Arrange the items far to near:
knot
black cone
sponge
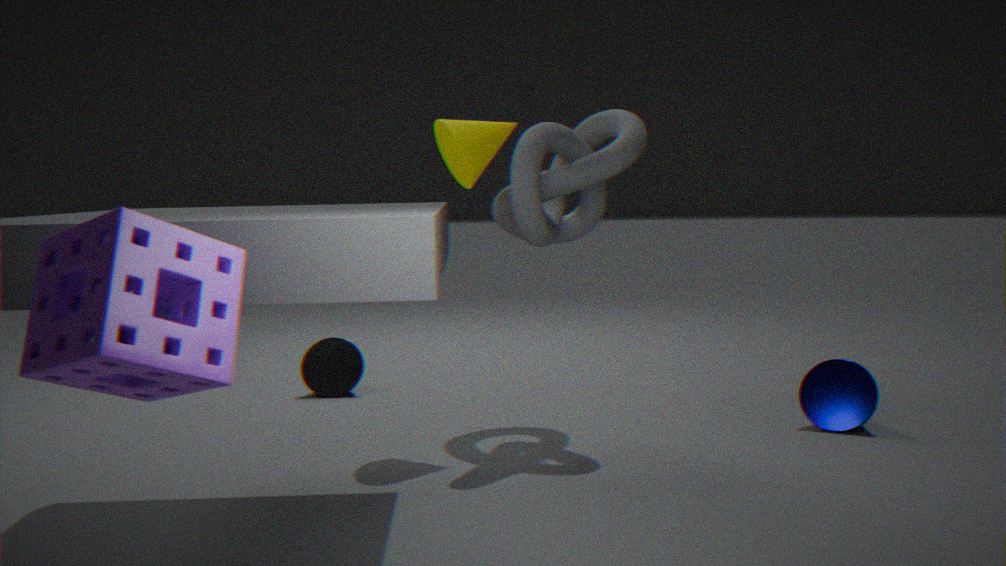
black cone, knot, sponge
